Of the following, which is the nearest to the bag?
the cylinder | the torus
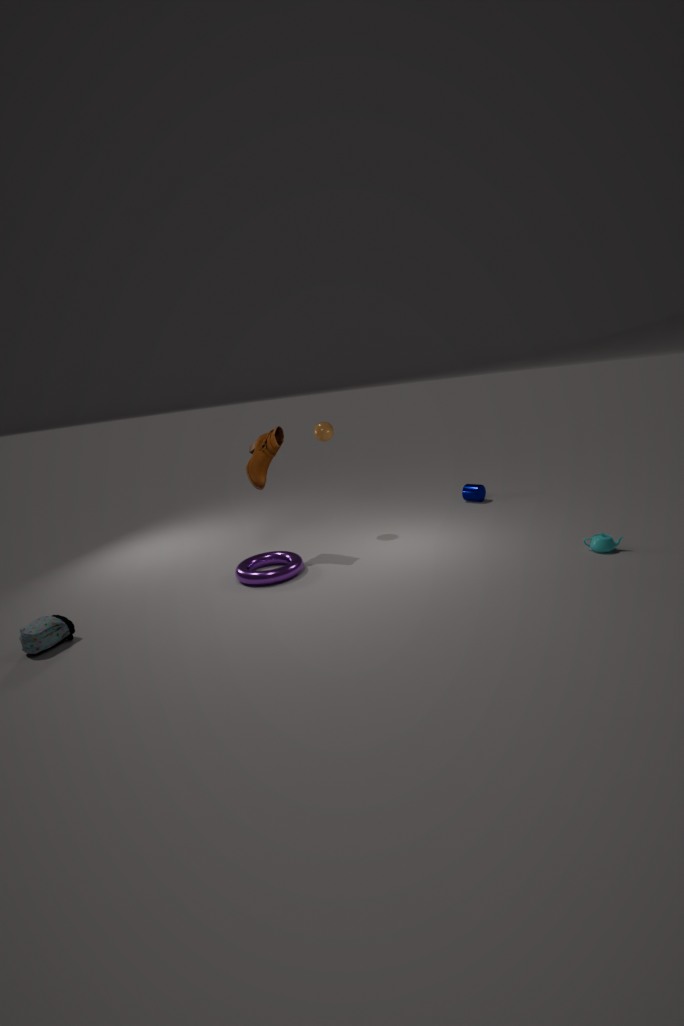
the torus
